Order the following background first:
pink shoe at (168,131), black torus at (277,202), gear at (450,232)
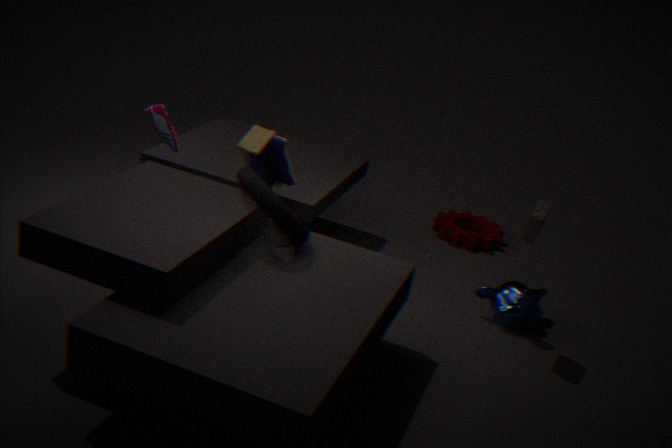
gear at (450,232) < pink shoe at (168,131) < black torus at (277,202)
